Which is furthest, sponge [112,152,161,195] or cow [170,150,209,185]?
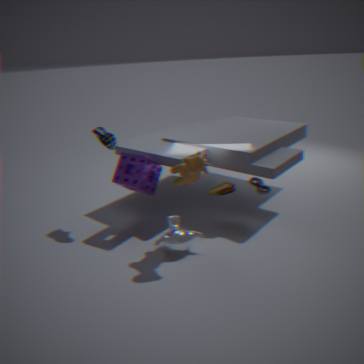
sponge [112,152,161,195]
